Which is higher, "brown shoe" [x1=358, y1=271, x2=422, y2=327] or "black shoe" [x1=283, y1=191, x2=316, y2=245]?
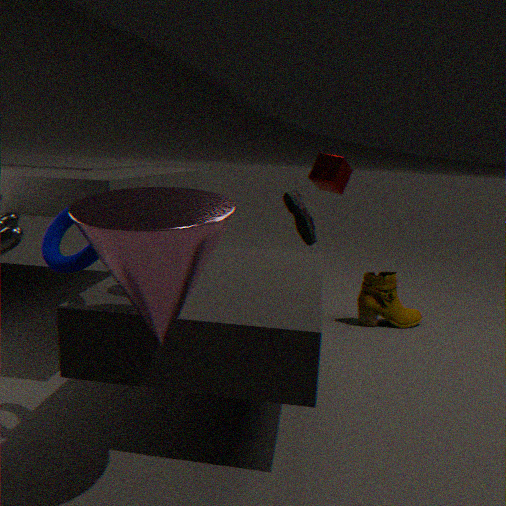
"black shoe" [x1=283, y1=191, x2=316, y2=245]
